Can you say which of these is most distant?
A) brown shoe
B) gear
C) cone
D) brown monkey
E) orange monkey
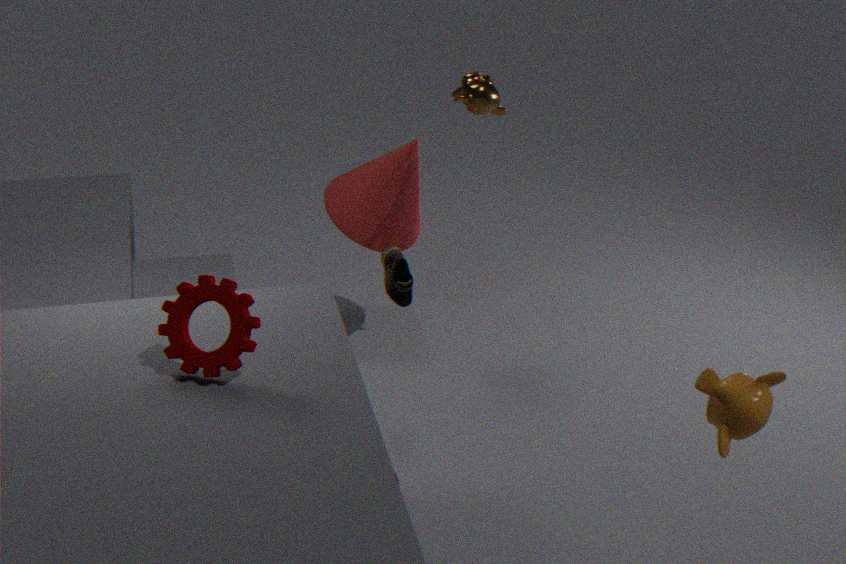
cone
